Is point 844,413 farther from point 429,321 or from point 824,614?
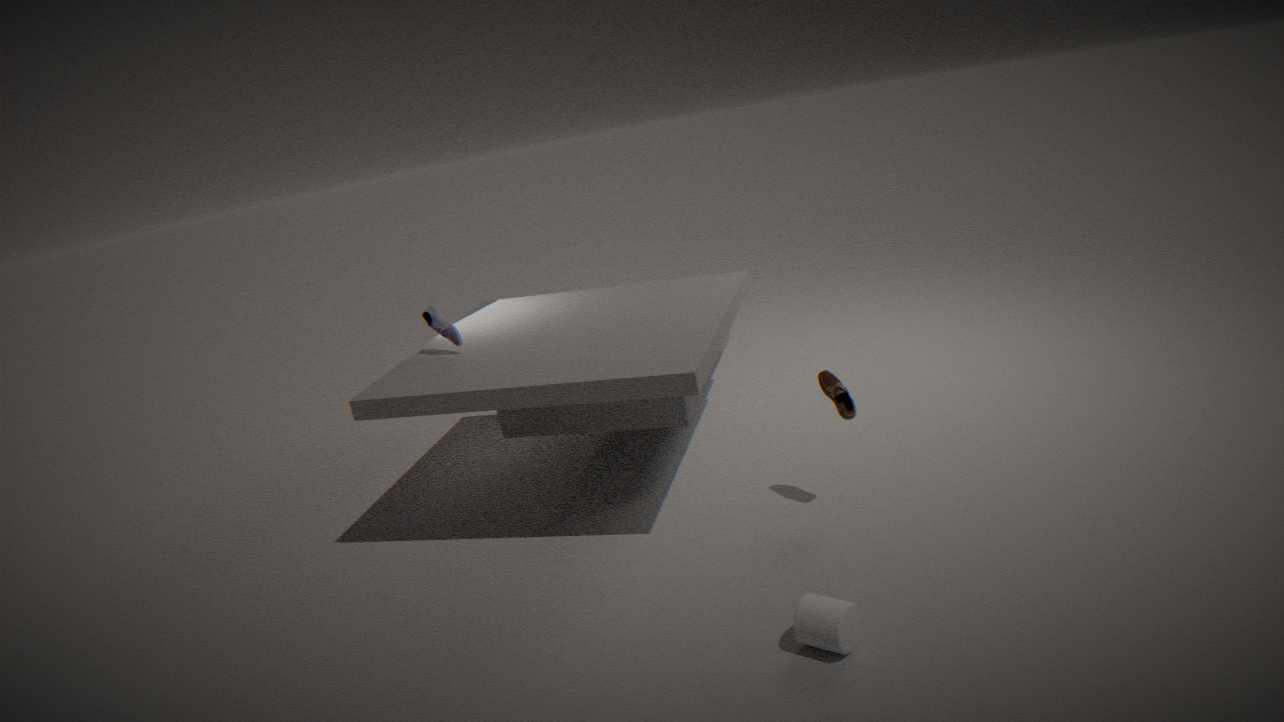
point 429,321
